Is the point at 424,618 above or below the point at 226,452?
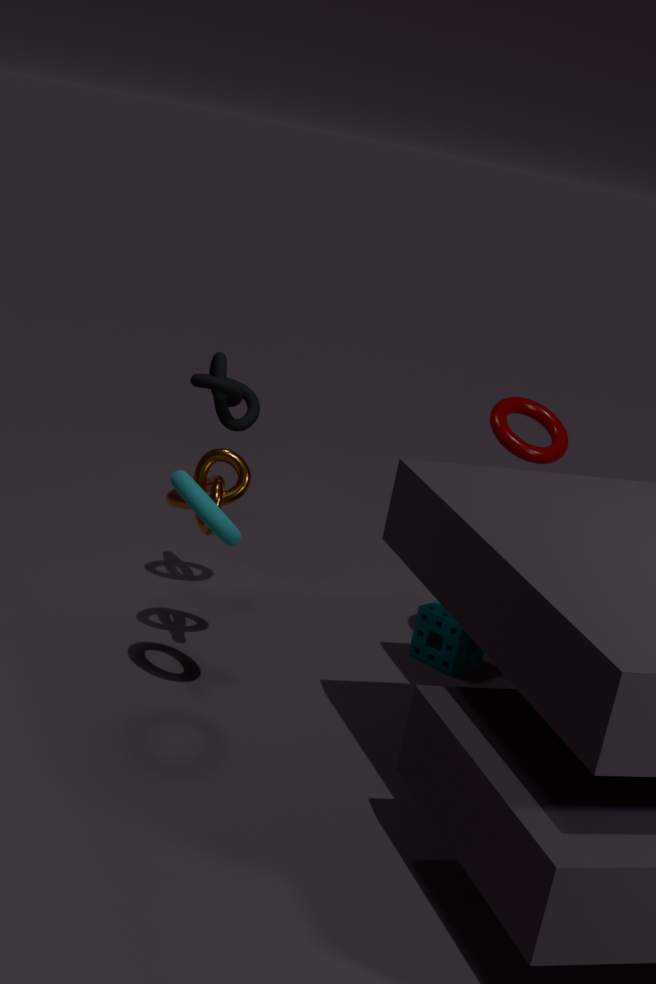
below
